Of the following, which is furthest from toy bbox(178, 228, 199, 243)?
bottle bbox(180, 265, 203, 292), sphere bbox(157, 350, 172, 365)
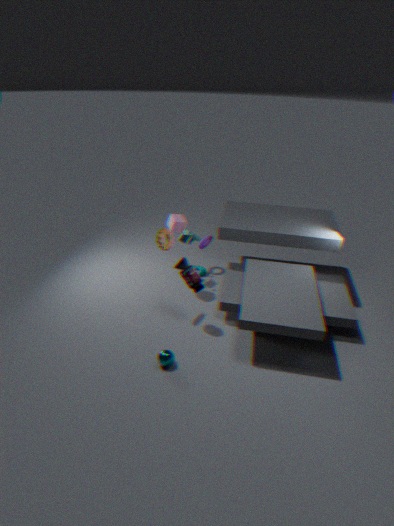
sphere bbox(157, 350, 172, 365)
